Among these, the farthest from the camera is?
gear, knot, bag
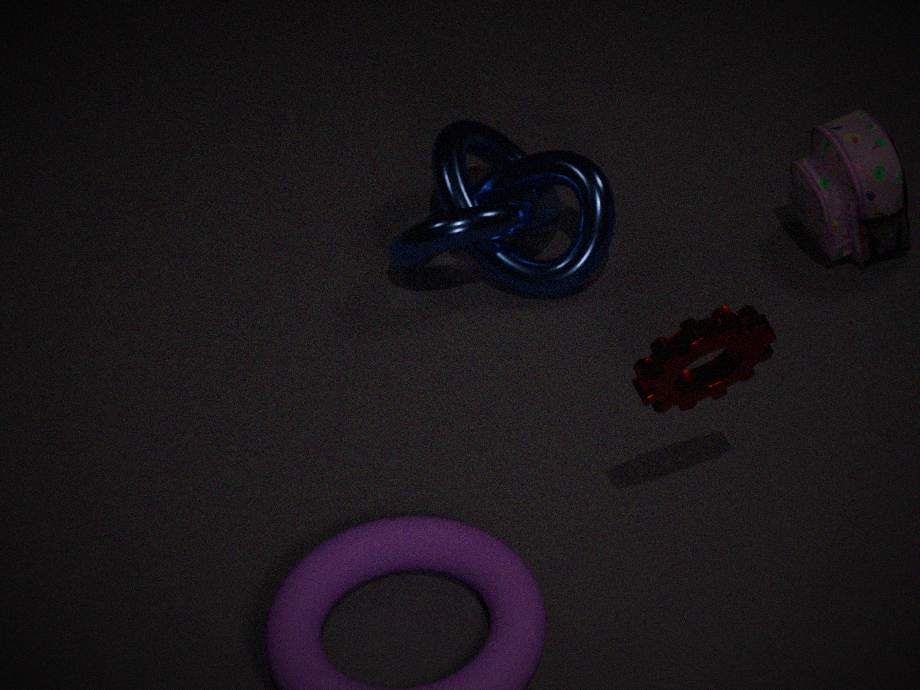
knot
